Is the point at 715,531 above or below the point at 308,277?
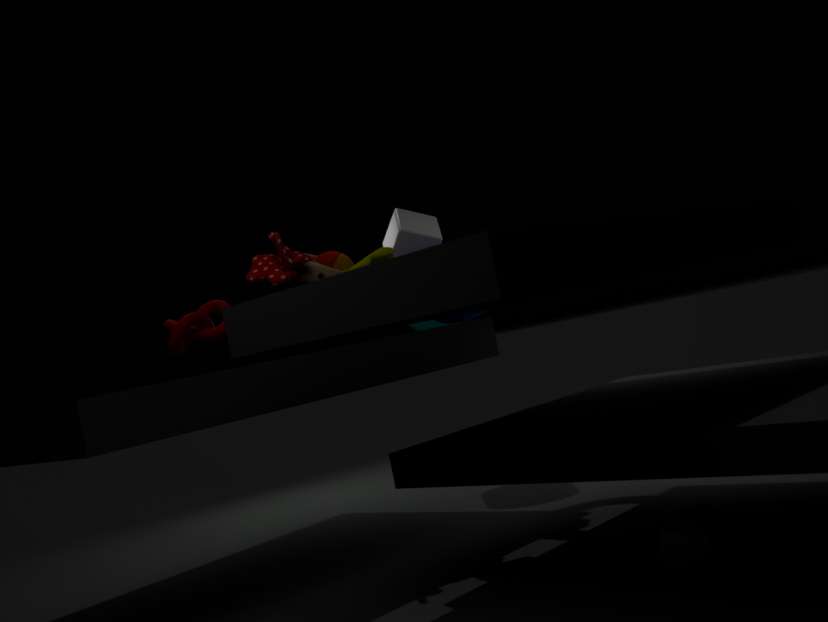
below
